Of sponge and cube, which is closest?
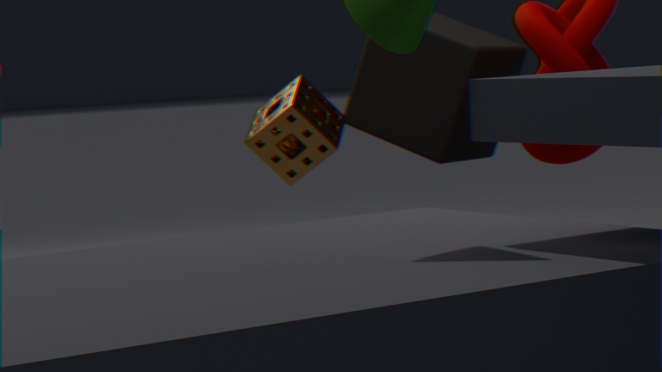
sponge
